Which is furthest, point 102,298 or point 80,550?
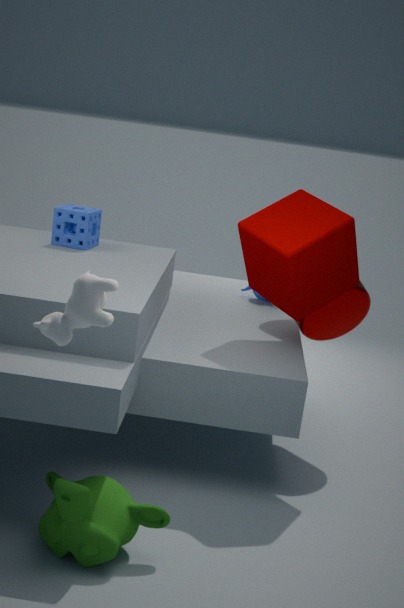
point 80,550
